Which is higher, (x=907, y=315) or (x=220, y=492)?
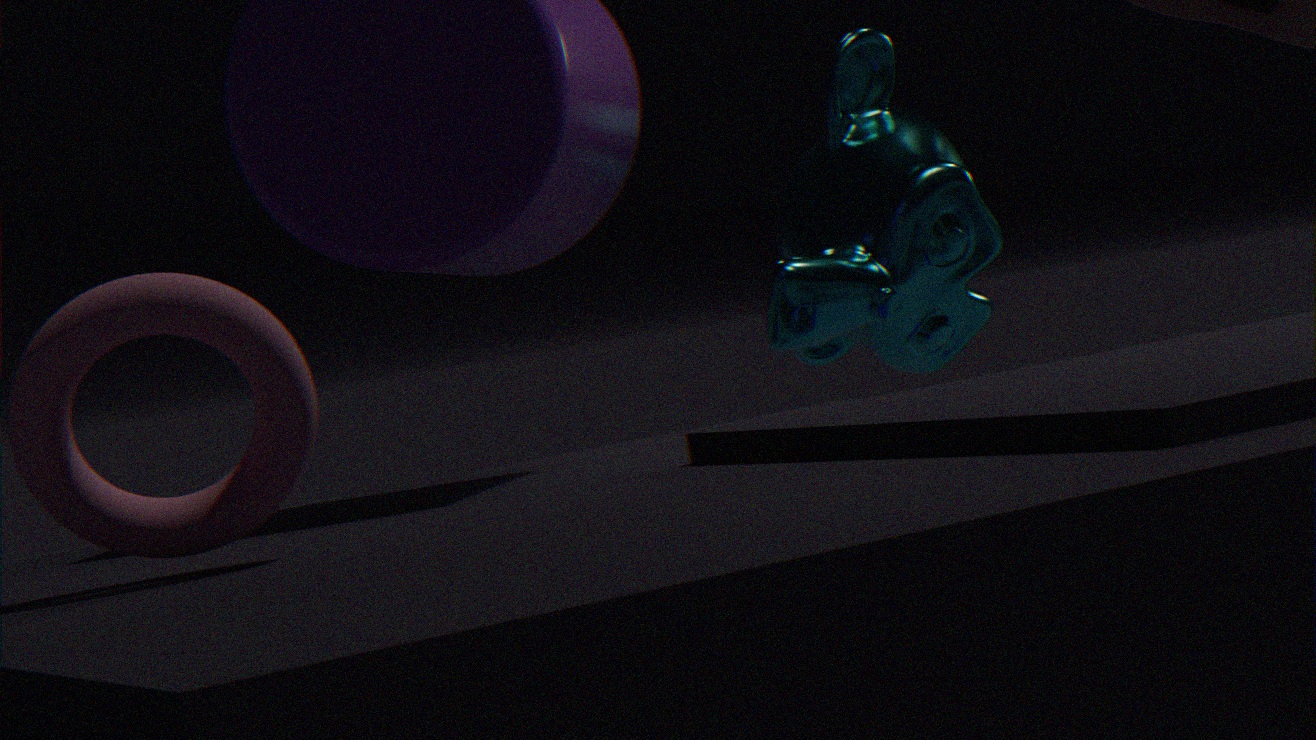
(x=907, y=315)
